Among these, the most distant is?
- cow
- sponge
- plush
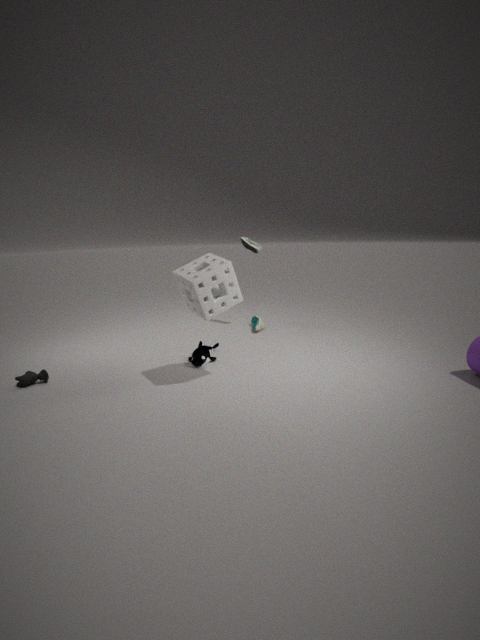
plush
